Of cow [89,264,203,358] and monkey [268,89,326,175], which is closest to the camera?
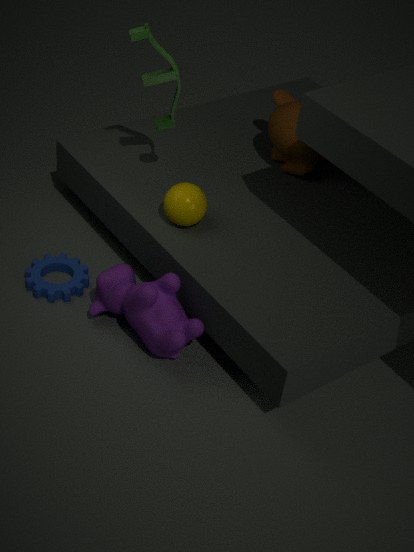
cow [89,264,203,358]
